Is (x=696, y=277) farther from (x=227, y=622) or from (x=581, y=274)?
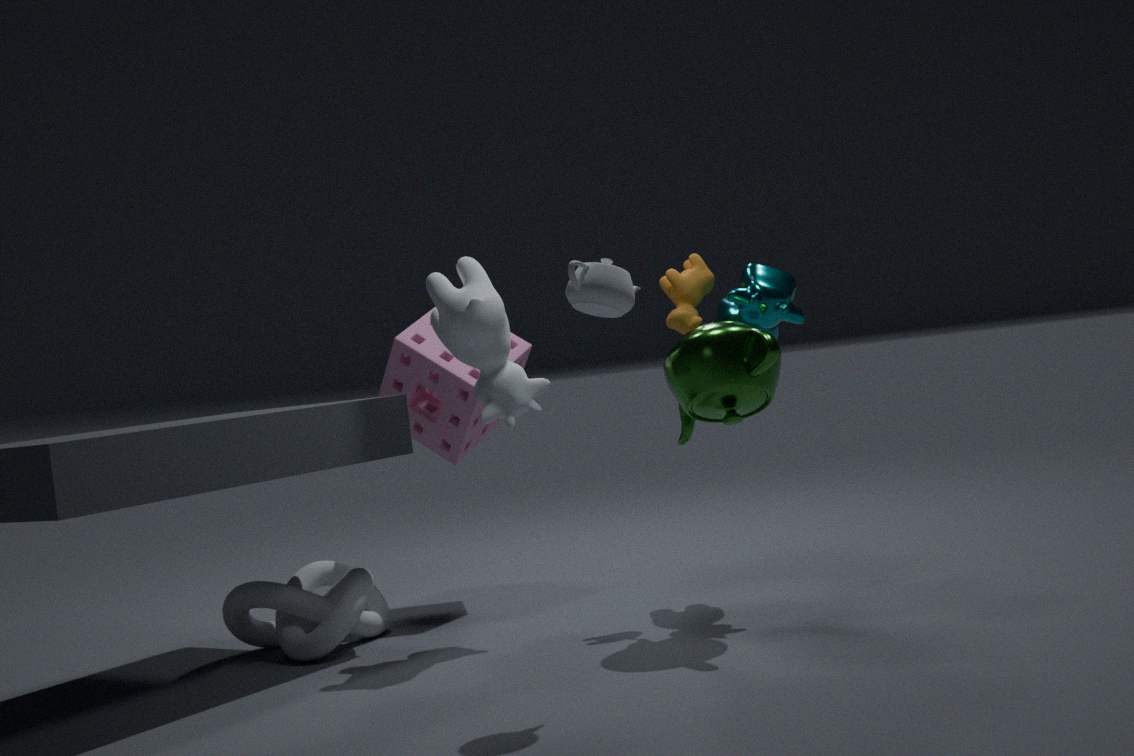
(x=227, y=622)
